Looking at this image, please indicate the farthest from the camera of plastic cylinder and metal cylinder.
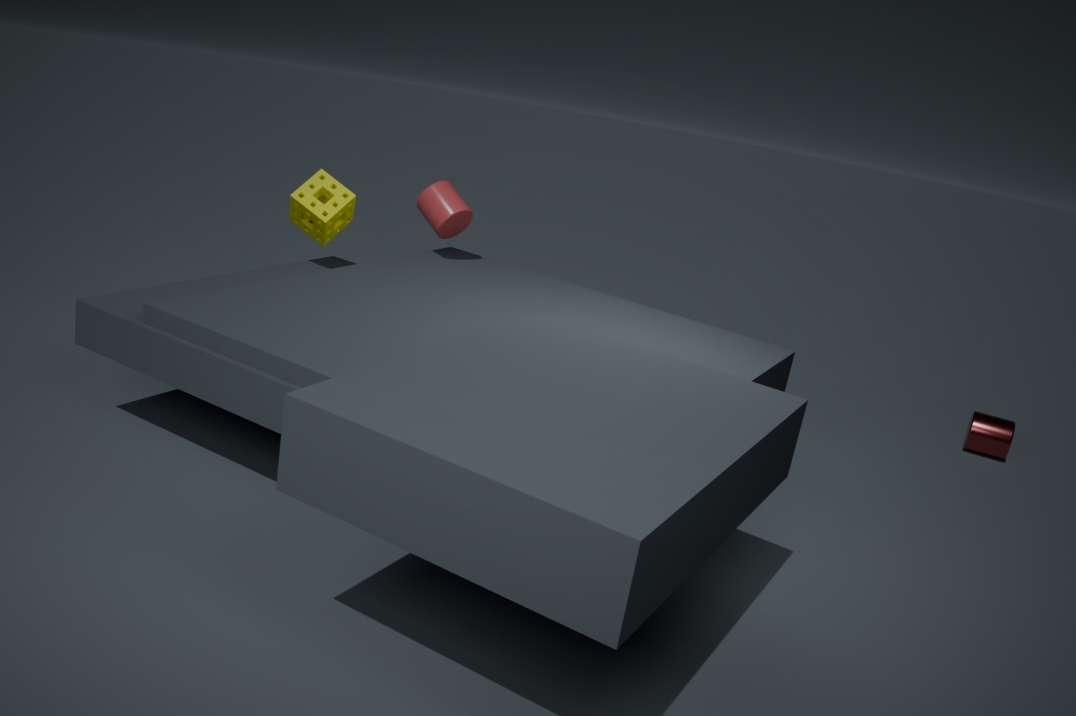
metal cylinder
